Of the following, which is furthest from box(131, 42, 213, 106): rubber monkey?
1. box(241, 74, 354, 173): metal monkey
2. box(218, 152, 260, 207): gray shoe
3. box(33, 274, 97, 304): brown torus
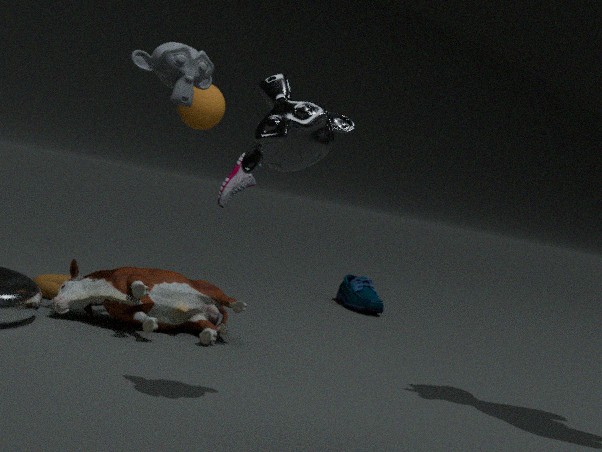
box(218, 152, 260, 207): gray shoe
